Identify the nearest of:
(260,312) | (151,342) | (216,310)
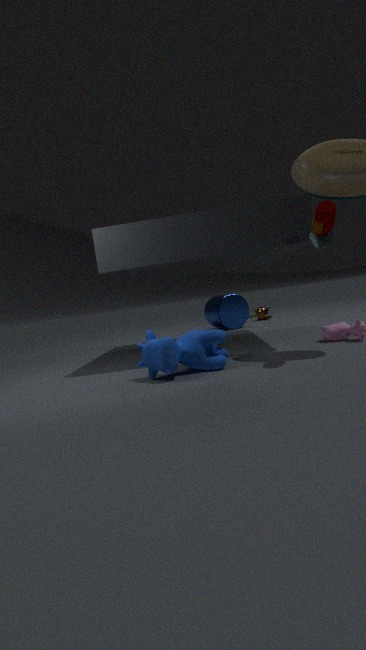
(151,342)
